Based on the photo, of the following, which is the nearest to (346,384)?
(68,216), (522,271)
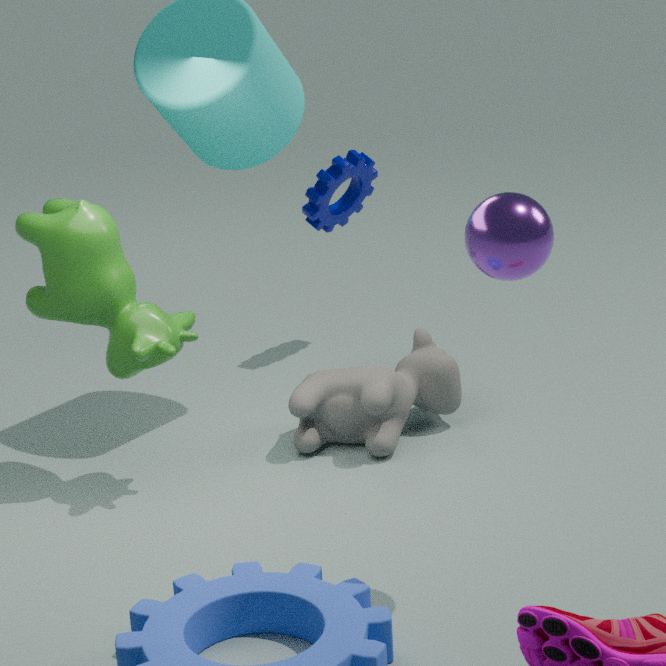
(68,216)
